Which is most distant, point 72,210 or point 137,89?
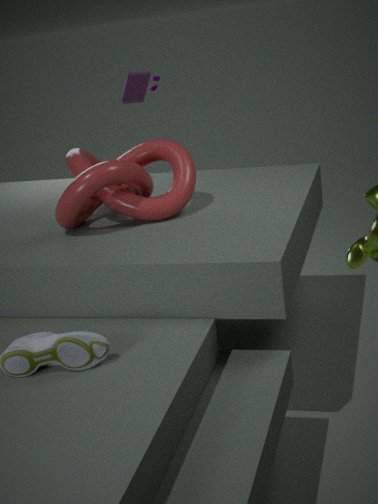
point 137,89
